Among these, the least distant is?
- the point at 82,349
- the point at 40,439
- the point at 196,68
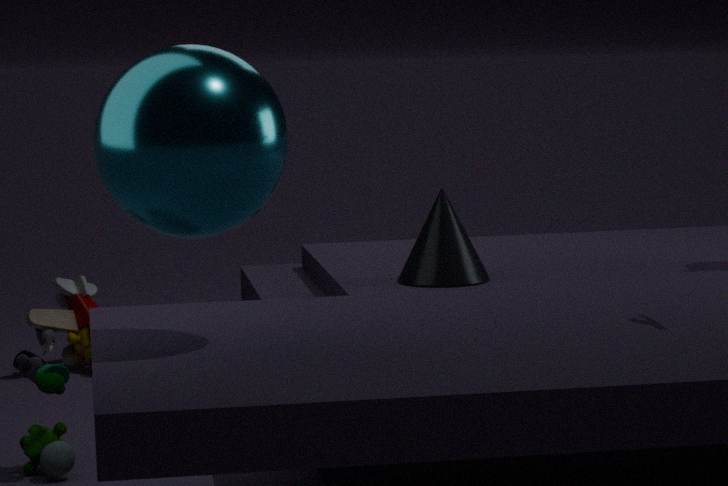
the point at 196,68
